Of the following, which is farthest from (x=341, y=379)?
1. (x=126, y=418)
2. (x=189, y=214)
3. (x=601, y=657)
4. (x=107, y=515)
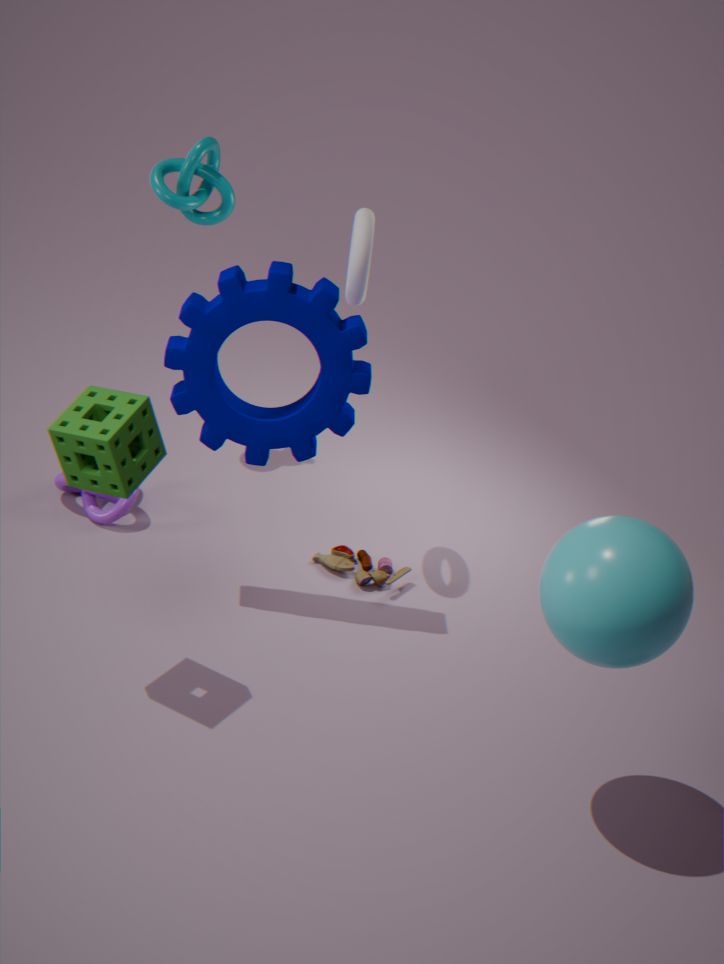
(x=601, y=657)
